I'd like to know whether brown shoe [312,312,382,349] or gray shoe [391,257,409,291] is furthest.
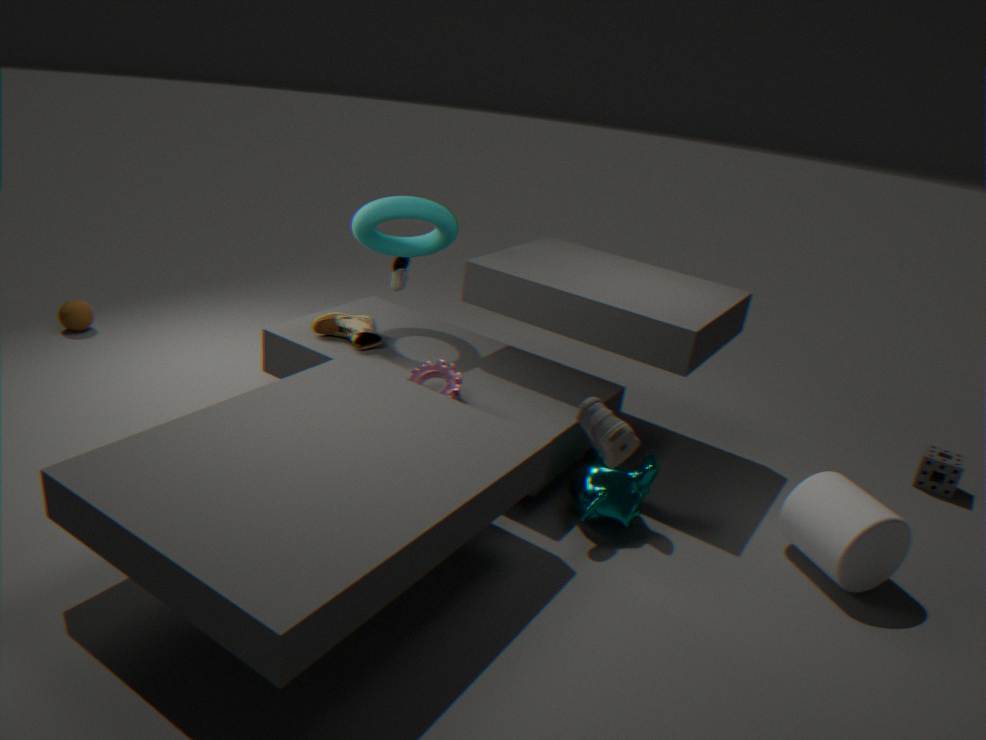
gray shoe [391,257,409,291]
